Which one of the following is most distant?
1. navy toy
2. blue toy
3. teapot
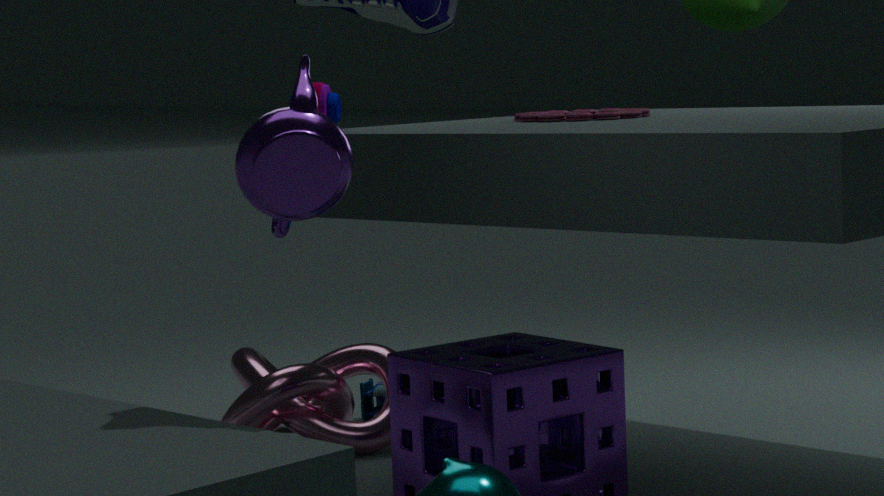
blue toy
